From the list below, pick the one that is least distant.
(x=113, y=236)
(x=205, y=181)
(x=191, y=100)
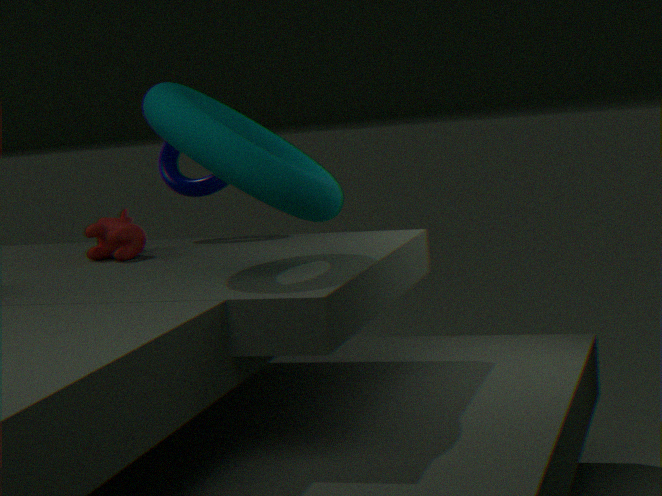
(x=191, y=100)
